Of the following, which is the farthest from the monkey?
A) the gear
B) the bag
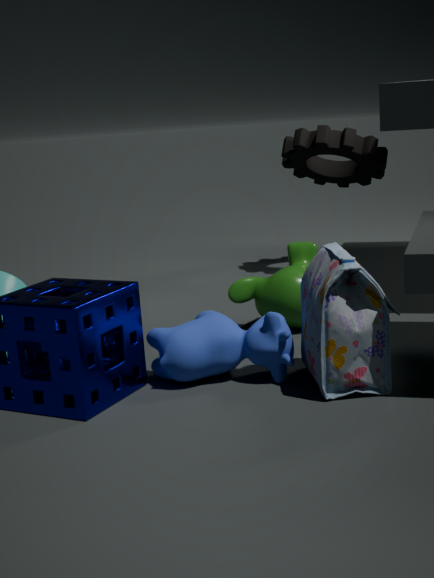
the gear
